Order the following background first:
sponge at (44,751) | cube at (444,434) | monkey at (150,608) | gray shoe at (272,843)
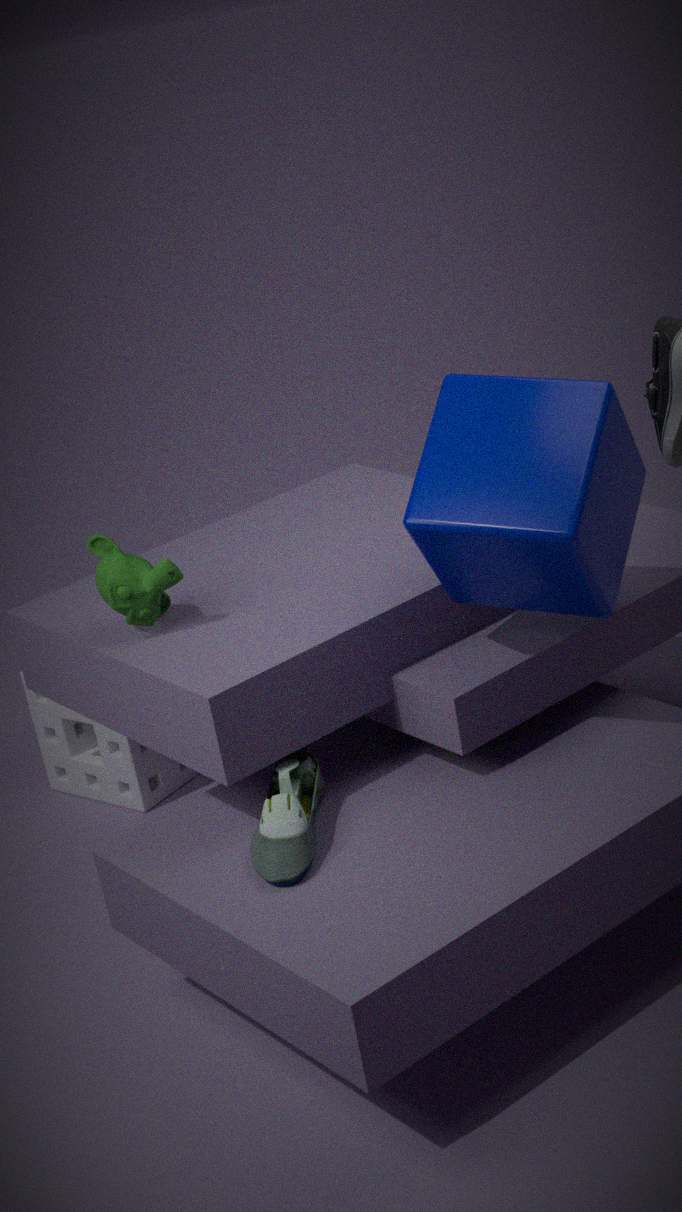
1. sponge at (44,751)
2. monkey at (150,608)
3. gray shoe at (272,843)
4. cube at (444,434)
